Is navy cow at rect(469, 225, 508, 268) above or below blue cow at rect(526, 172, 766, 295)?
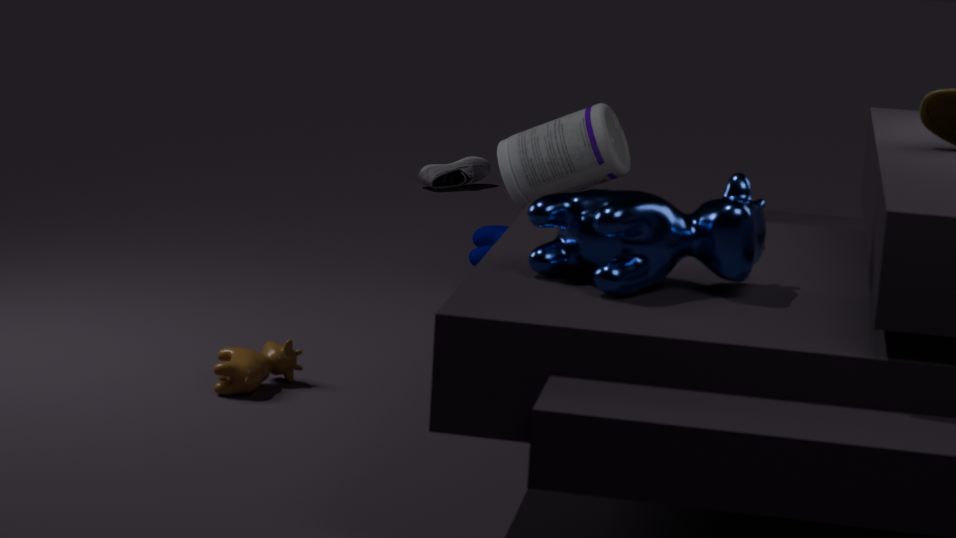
below
